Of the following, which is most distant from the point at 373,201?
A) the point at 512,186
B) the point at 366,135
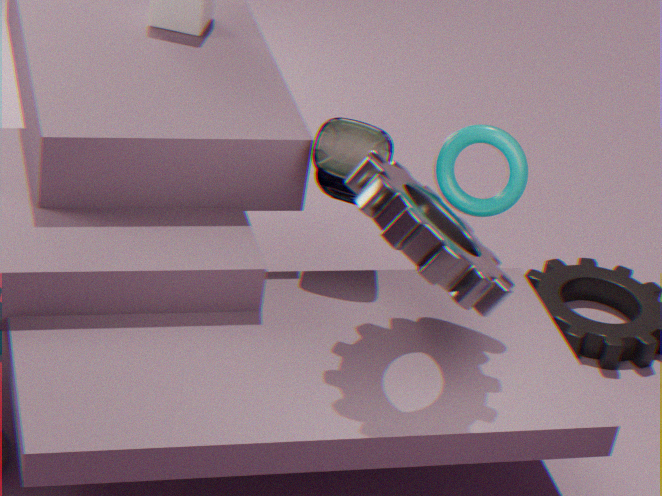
the point at 366,135
